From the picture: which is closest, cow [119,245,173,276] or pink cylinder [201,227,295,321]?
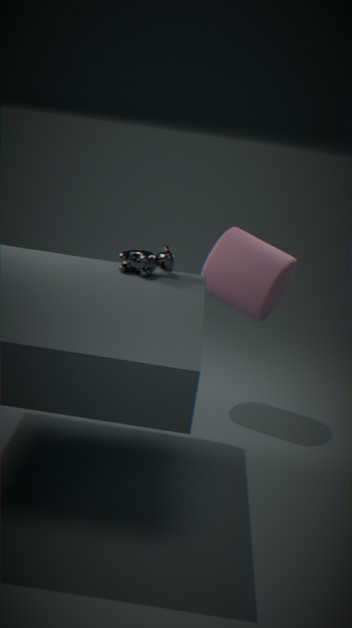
cow [119,245,173,276]
